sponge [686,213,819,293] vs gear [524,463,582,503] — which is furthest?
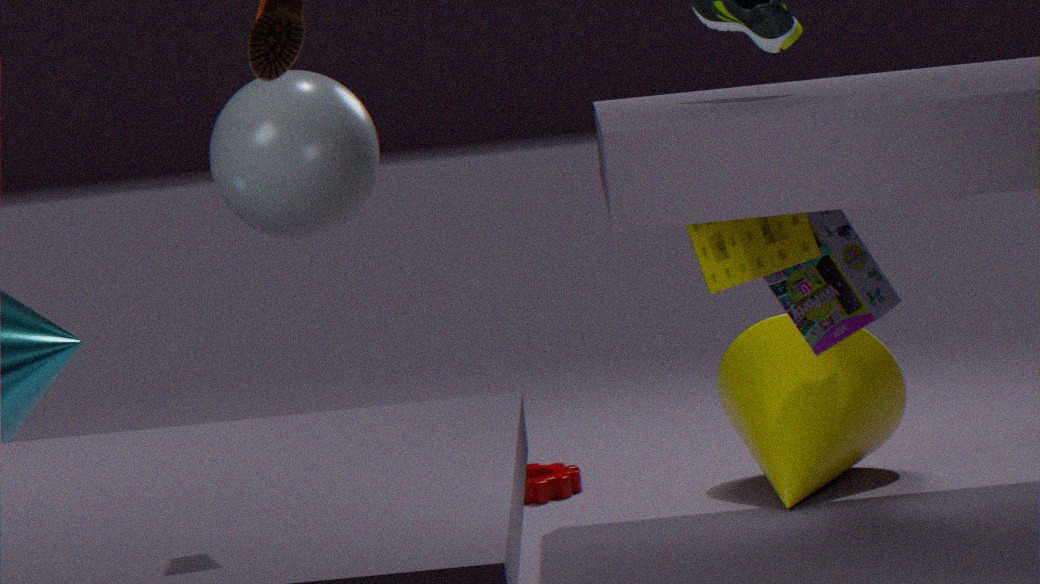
gear [524,463,582,503]
